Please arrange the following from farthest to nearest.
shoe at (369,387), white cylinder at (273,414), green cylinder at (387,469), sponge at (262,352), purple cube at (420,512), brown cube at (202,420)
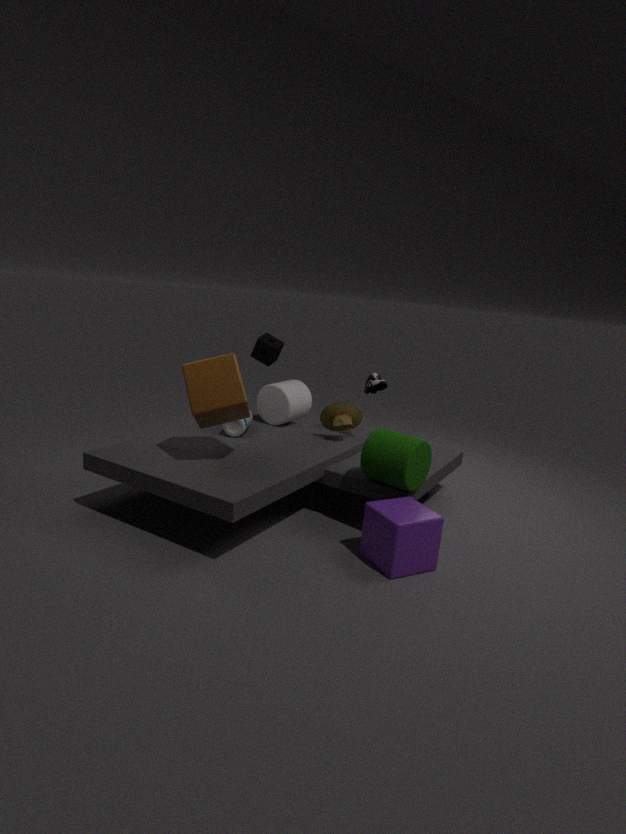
1. white cylinder at (273,414)
2. sponge at (262,352)
3. shoe at (369,387)
4. green cylinder at (387,469)
5. brown cube at (202,420)
6. purple cube at (420,512)
